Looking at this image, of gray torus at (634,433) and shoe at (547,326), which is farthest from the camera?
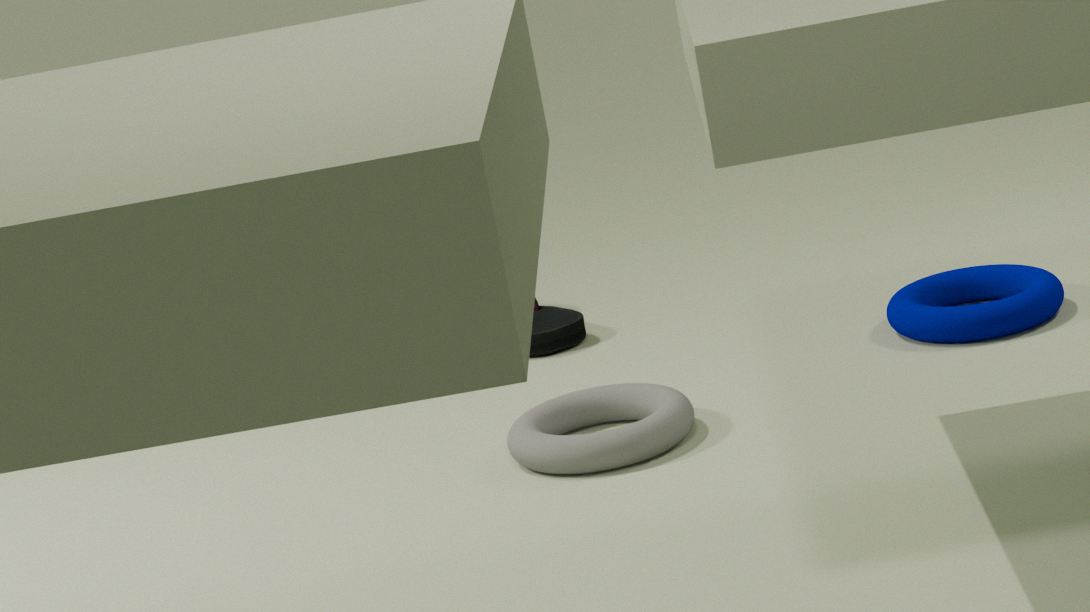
shoe at (547,326)
